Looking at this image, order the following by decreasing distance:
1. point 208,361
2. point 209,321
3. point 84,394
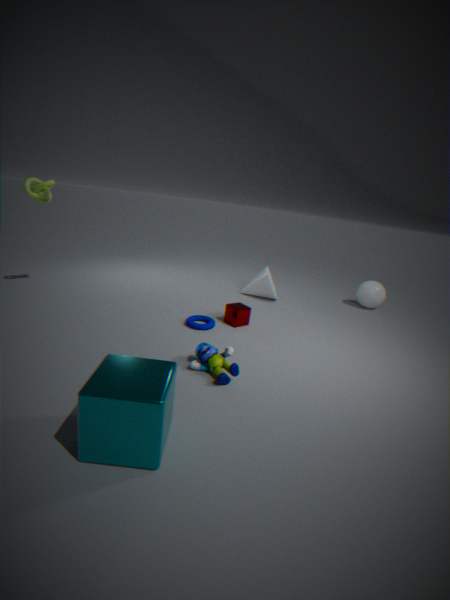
point 209,321 → point 208,361 → point 84,394
